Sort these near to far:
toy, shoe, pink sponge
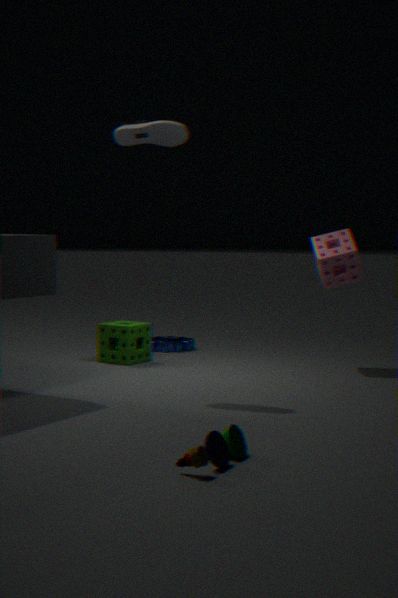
toy → shoe → pink sponge
